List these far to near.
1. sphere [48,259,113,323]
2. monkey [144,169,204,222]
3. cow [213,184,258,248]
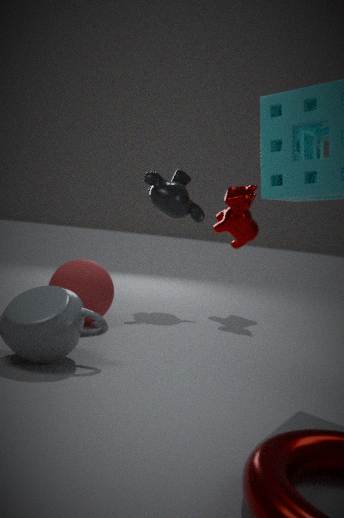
cow [213,184,258,248]
monkey [144,169,204,222]
sphere [48,259,113,323]
